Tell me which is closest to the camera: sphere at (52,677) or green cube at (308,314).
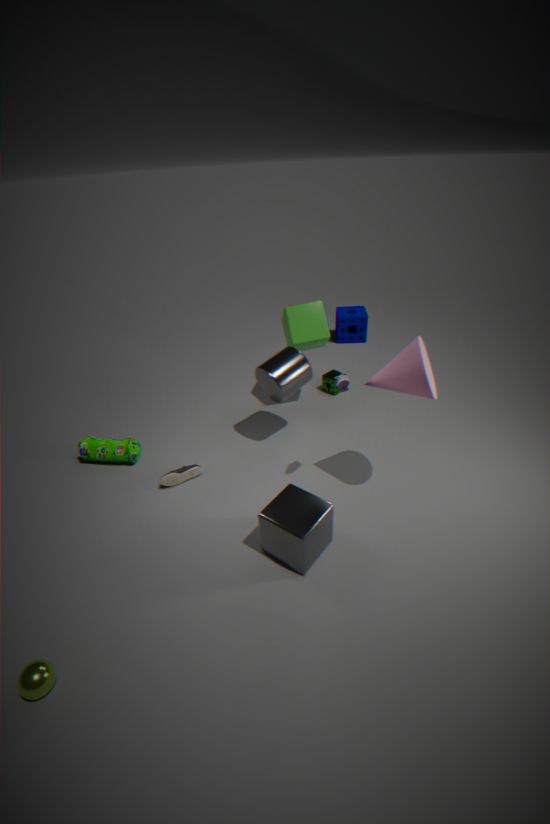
sphere at (52,677)
